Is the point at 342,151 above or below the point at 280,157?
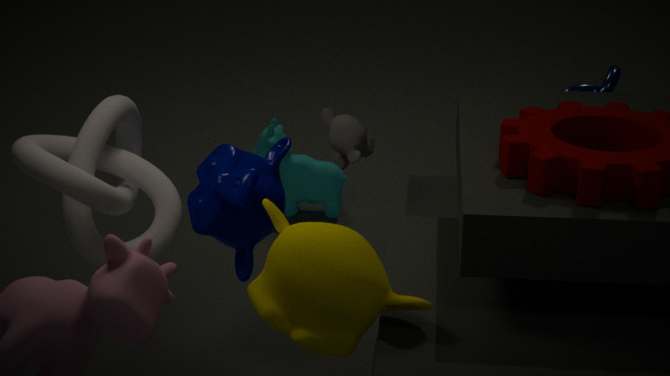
above
